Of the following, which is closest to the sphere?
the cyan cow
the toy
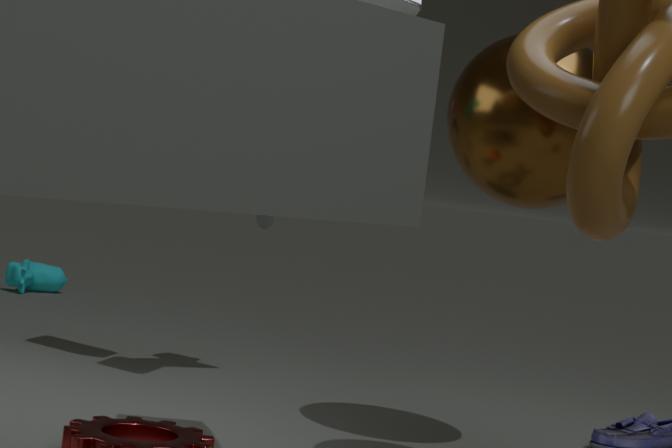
the toy
